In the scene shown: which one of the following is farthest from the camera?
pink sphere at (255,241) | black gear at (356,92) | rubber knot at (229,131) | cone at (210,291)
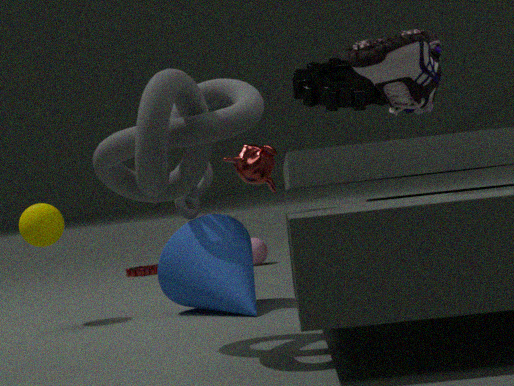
pink sphere at (255,241)
